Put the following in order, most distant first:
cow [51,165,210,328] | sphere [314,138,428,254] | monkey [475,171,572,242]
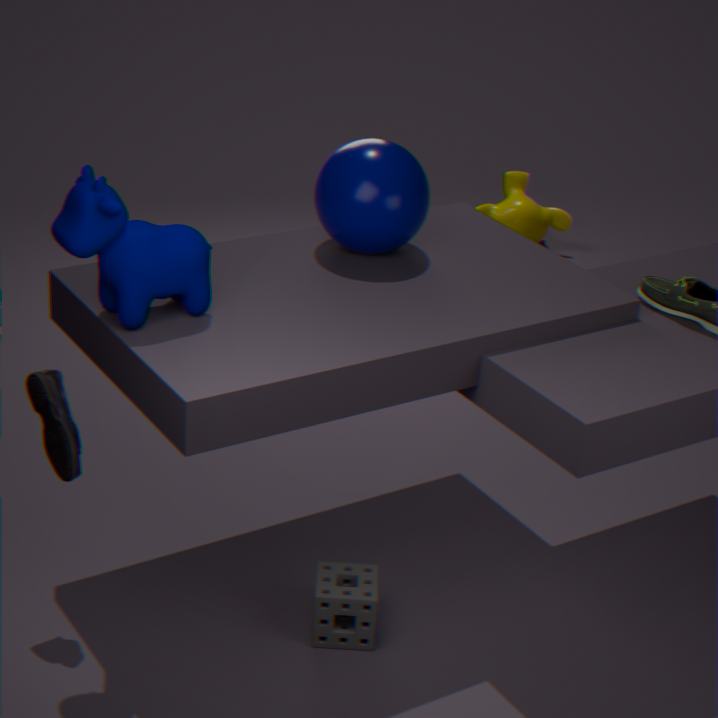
monkey [475,171,572,242]
sphere [314,138,428,254]
cow [51,165,210,328]
